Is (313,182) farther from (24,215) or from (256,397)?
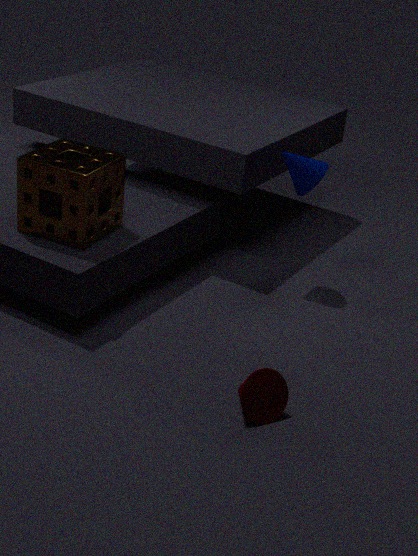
(256,397)
